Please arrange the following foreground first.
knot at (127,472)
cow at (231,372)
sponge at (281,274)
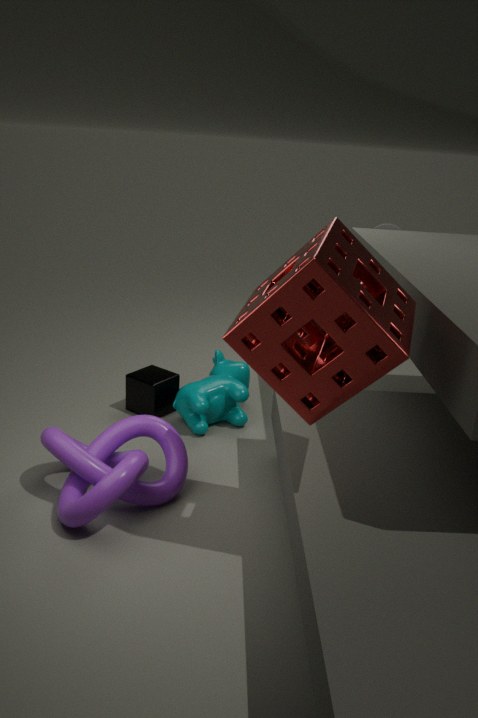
sponge at (281,274), knot at (127,472), cow at (231,372)
